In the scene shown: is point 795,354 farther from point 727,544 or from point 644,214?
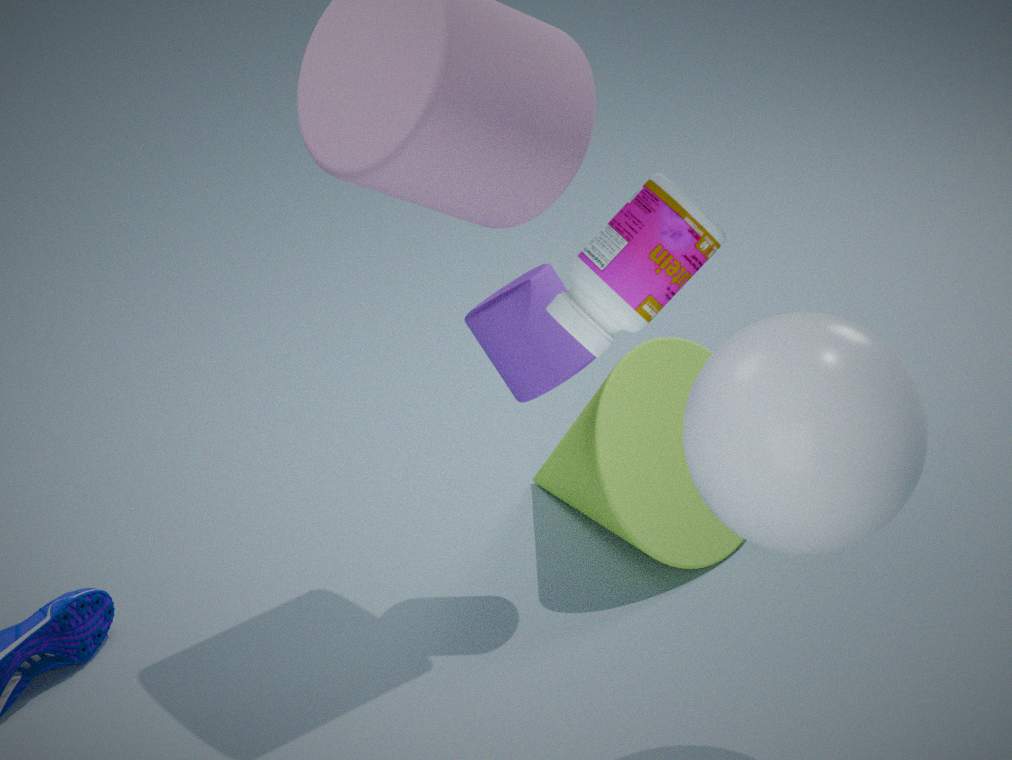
point 727,544
